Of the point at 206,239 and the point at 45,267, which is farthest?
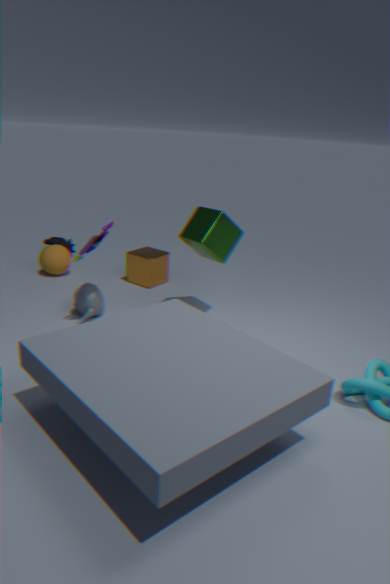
the point at 45,267
